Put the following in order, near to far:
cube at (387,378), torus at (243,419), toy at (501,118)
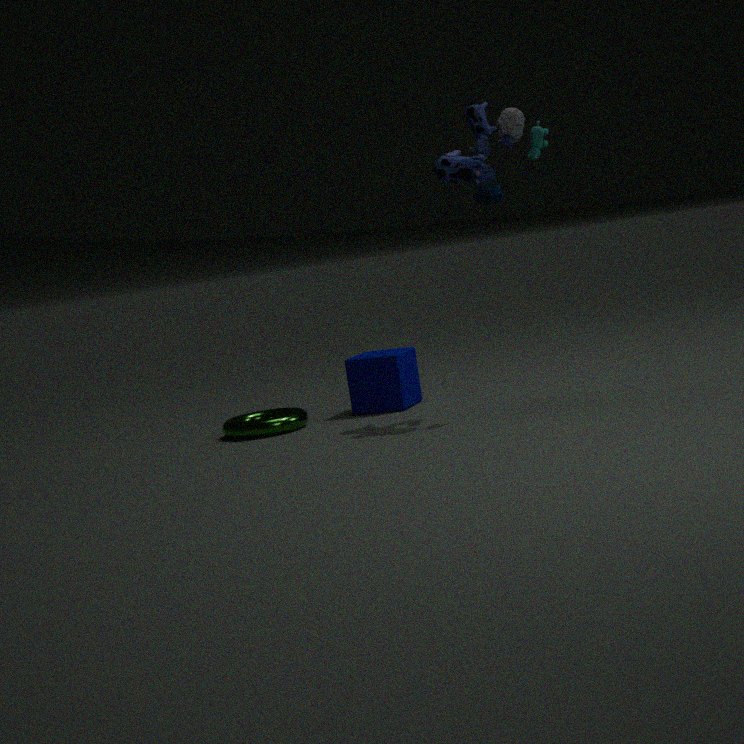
1. toy at (501,118)
2. torus at (243,419)
3. cube at (387,378)
